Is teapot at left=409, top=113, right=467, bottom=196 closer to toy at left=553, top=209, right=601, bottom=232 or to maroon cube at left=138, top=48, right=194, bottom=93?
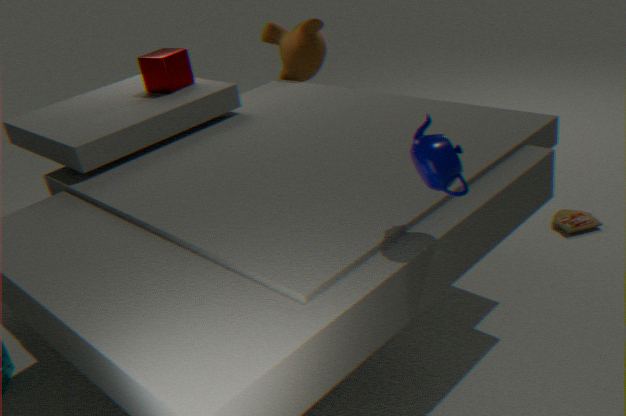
toy at left=553, top=209, right=601, bottom=232
